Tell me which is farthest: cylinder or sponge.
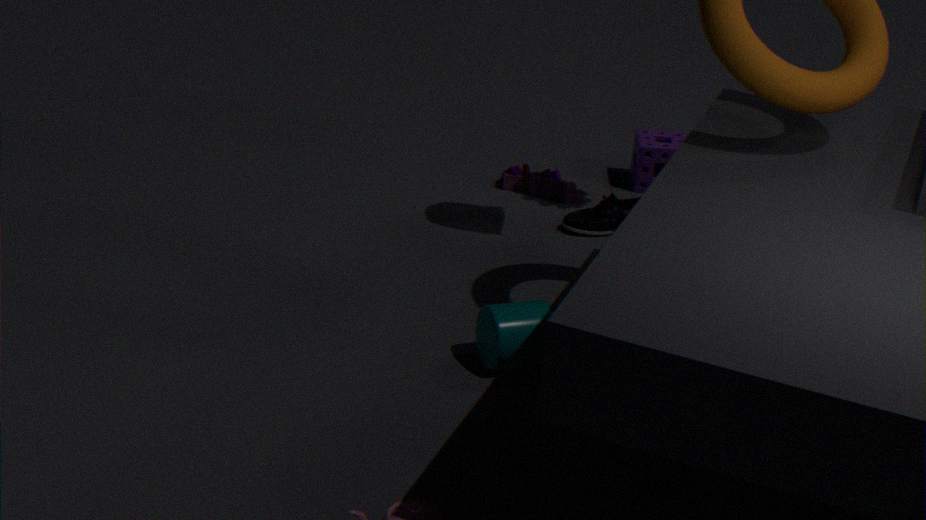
sponge
